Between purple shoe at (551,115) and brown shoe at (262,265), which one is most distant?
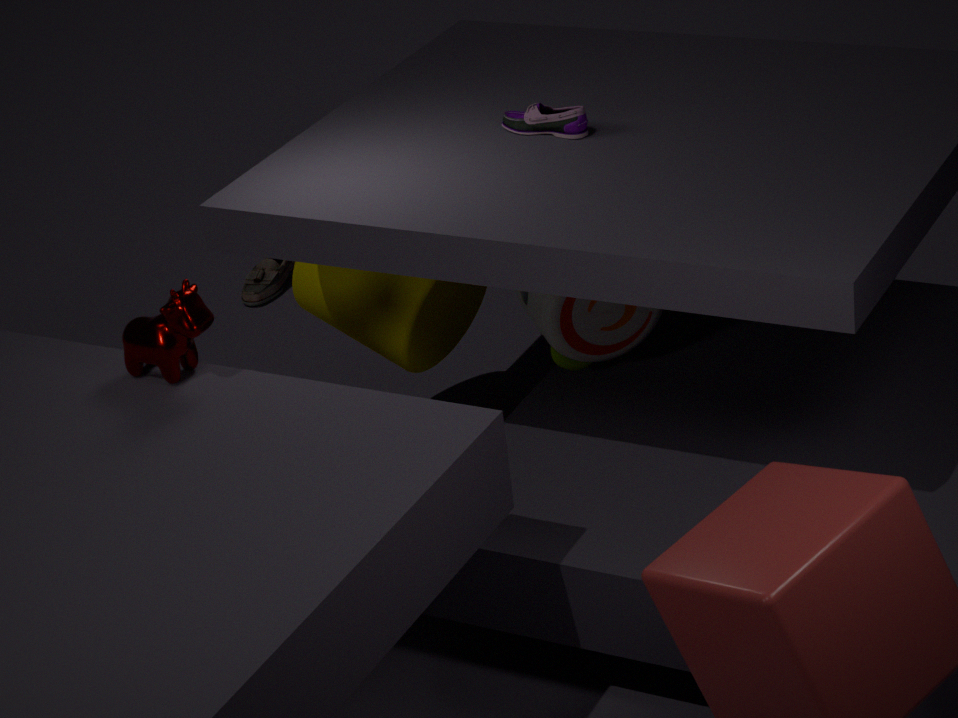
brown shoe at (262,265)
